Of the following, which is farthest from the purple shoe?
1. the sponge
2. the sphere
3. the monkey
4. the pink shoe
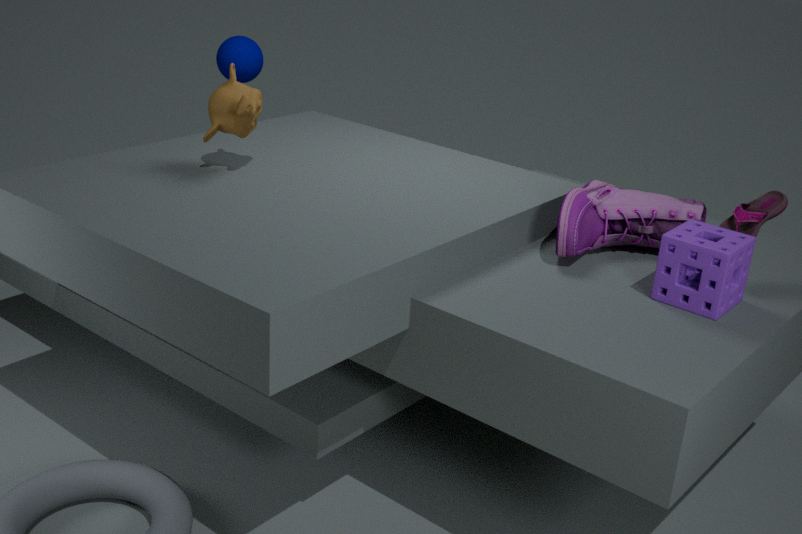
the sphere
